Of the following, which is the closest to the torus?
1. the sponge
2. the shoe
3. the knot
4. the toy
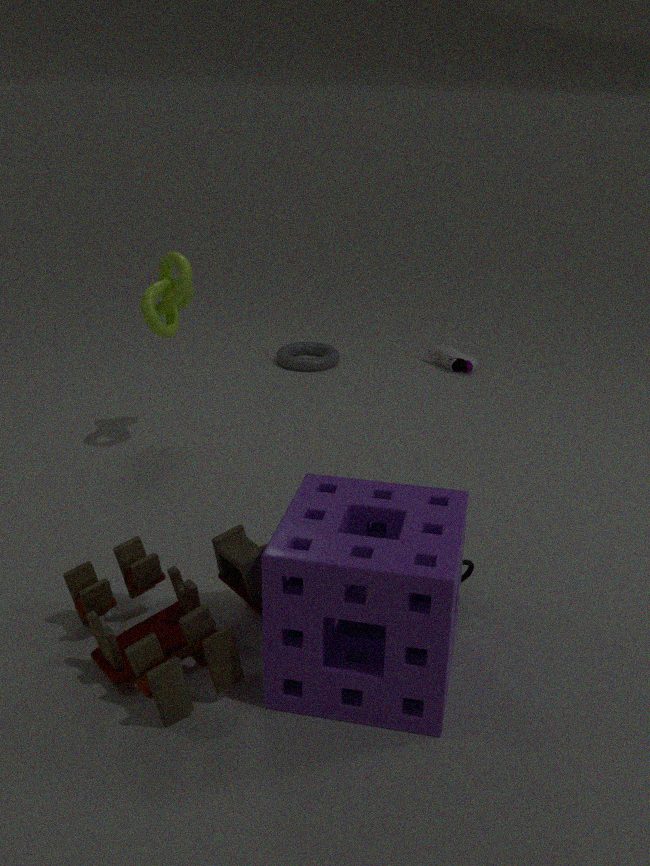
the shoe
